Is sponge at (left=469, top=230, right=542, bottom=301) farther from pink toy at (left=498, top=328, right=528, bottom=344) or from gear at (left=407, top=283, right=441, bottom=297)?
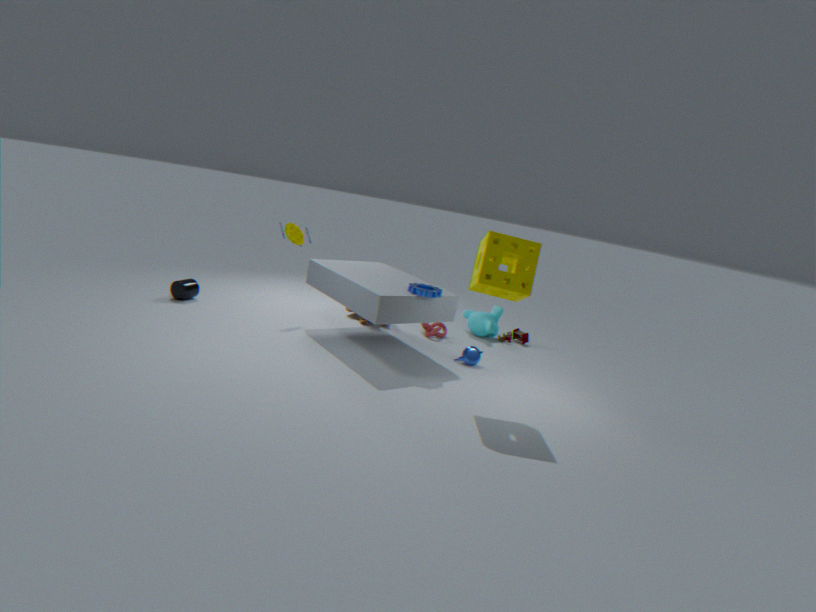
pink toy at (left=498, top=328, right=528, bottom=344)
